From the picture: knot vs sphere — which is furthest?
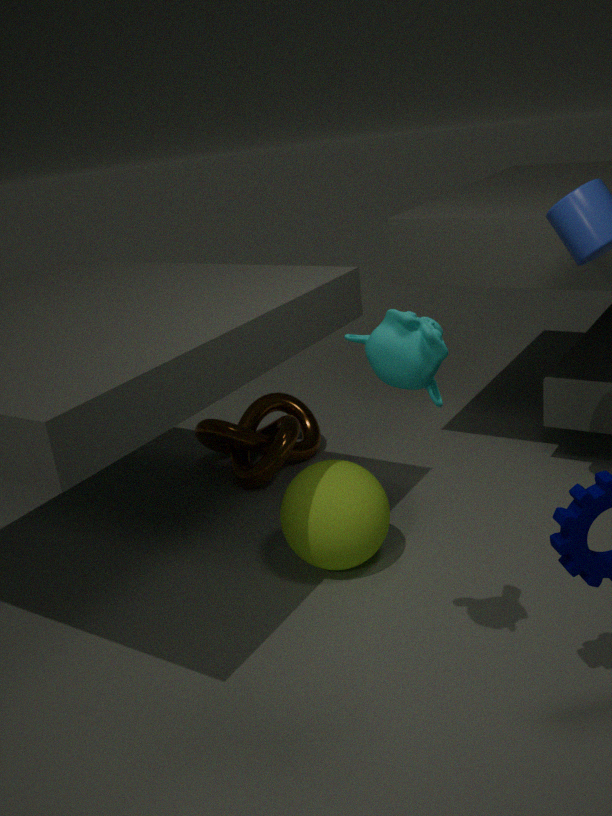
knot
